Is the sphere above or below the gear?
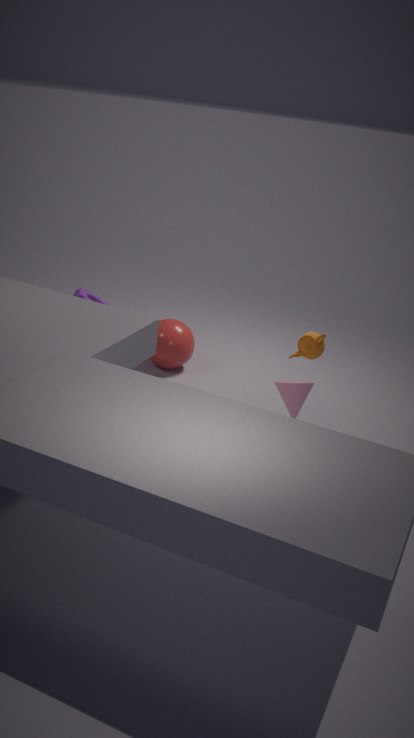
below
